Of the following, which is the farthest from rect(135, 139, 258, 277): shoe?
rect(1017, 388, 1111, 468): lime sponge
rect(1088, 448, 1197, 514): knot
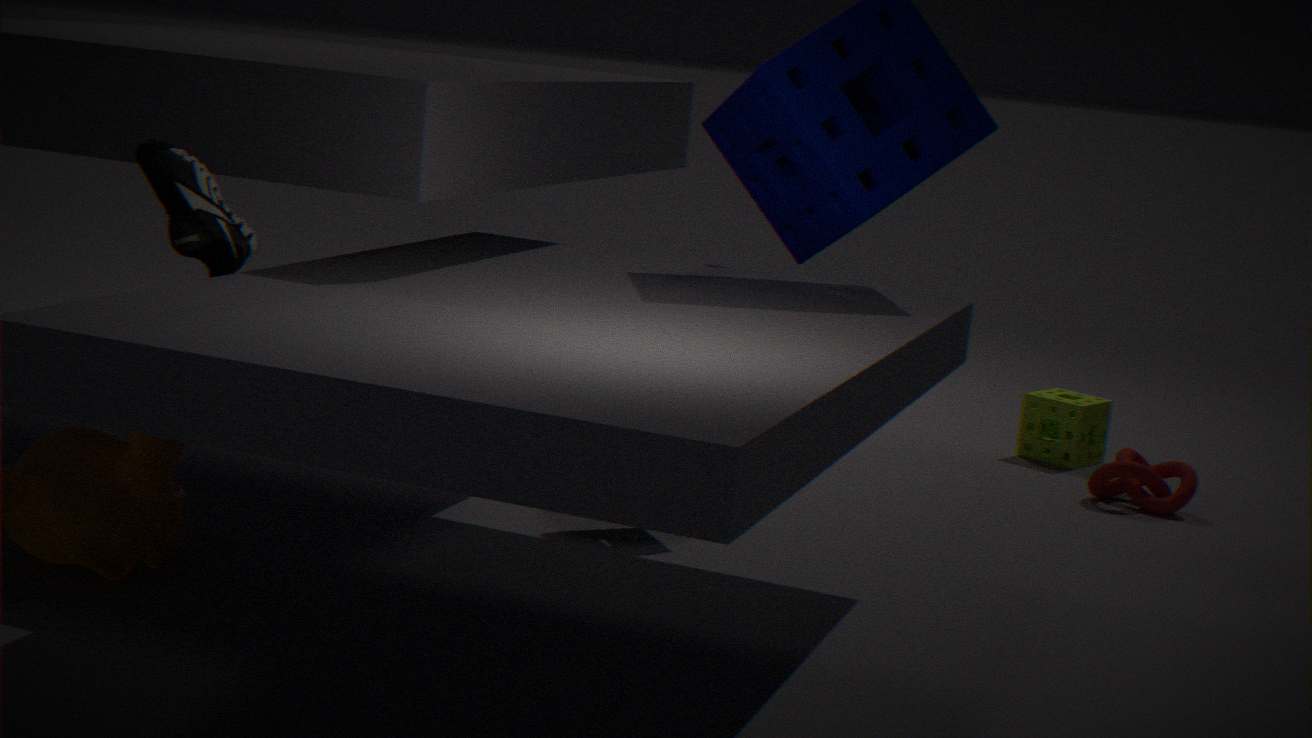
rect(1017, 388, 1111, 468): lime sponge
